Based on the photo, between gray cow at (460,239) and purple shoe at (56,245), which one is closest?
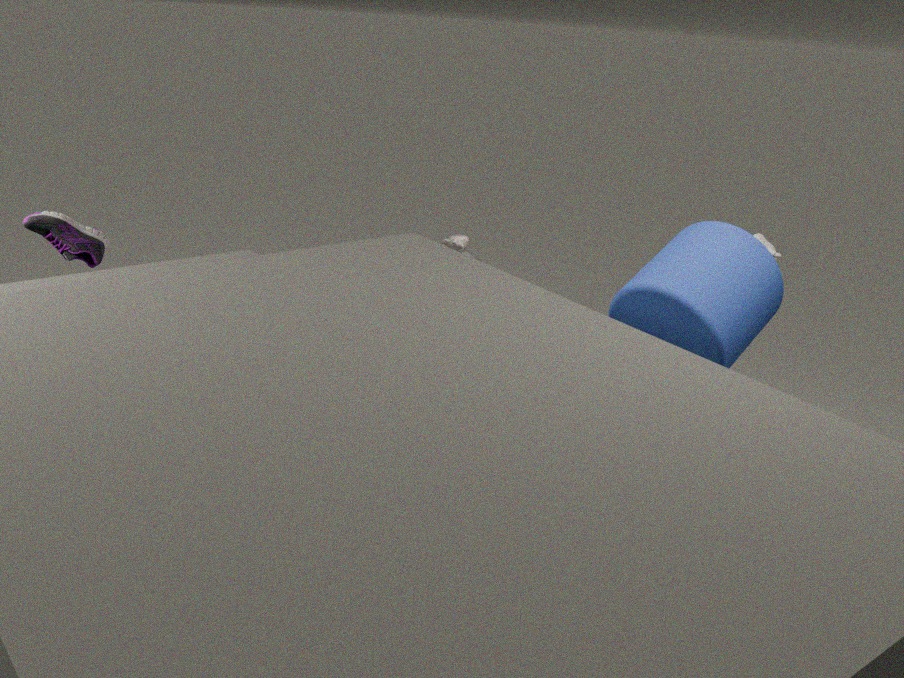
purple shoe at (56,245)
